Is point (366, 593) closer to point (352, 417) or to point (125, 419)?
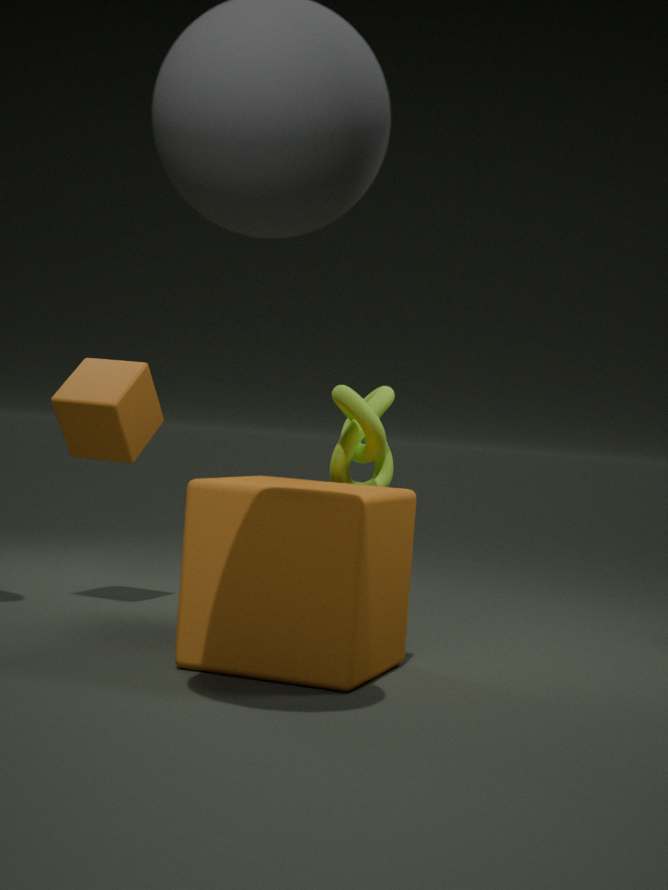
point (352, 417)
